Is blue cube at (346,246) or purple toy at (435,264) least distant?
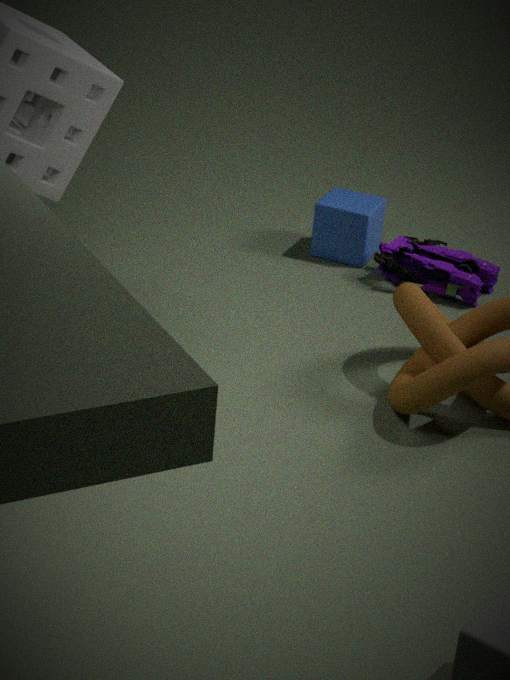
purple toy at (435,264)
